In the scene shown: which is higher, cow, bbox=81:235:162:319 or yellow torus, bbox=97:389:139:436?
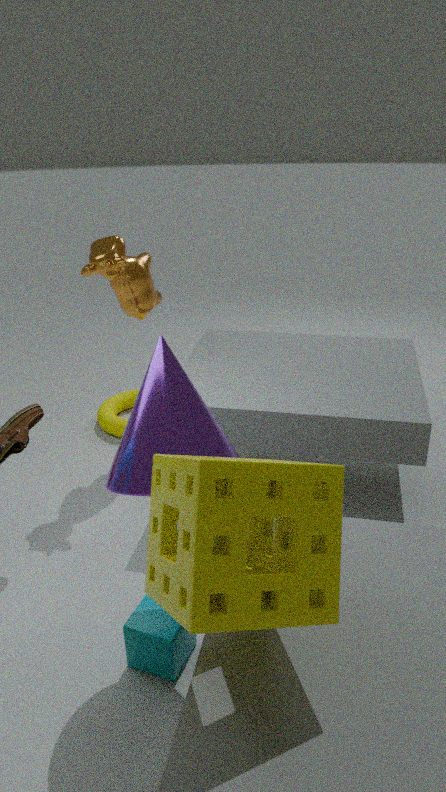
cow, bbox=81:235:162:319
